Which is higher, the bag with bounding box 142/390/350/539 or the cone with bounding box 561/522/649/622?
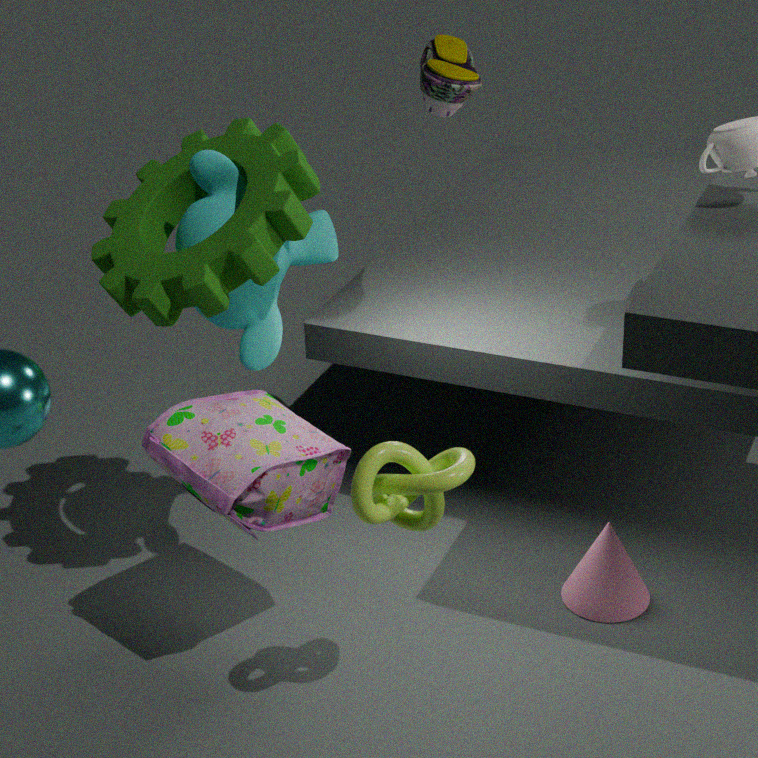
the bag with bounding box 142/390/350/539
